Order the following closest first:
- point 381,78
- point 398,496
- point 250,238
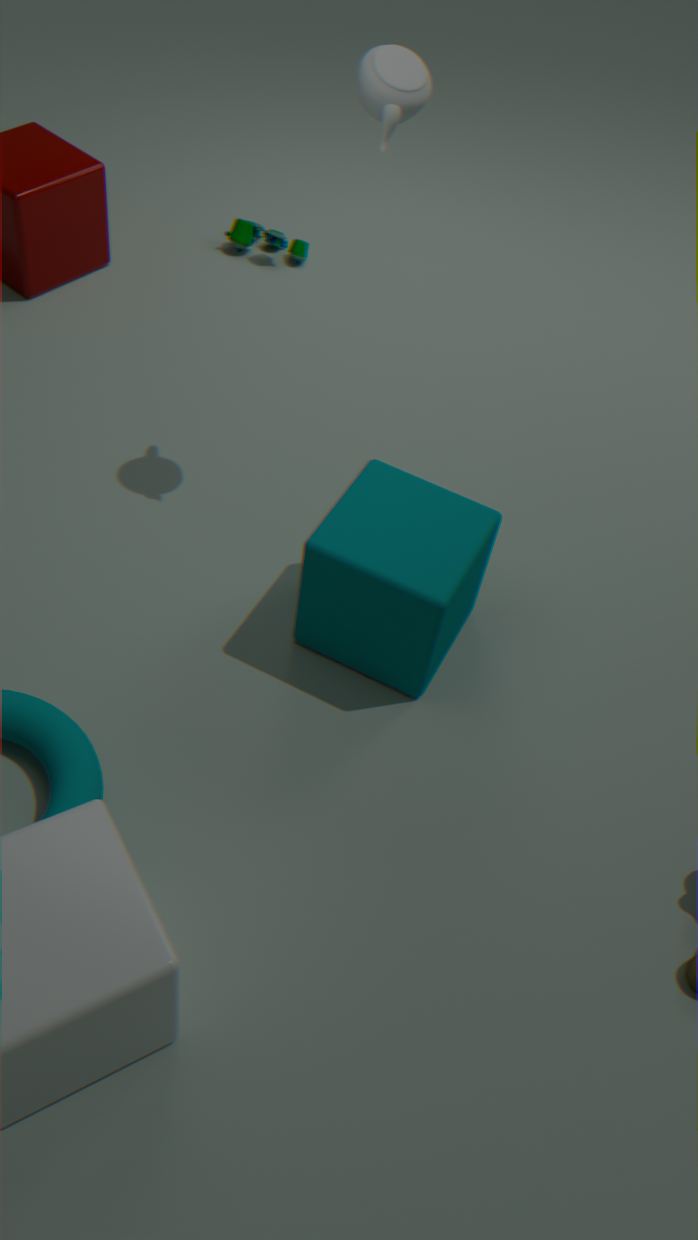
point 381,78
point 398,496
point 250,238
